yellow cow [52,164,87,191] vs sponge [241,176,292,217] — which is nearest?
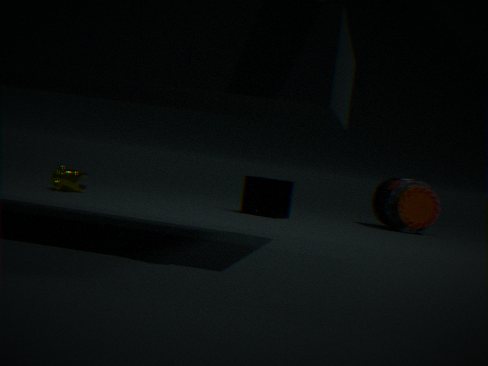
yellow cow [52,164,87,191]
